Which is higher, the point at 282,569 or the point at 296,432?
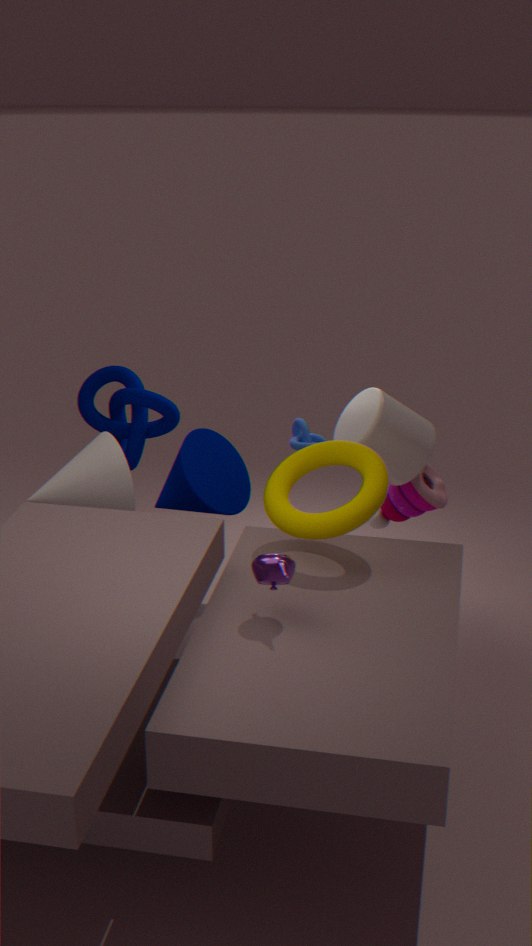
the point at 282,569
